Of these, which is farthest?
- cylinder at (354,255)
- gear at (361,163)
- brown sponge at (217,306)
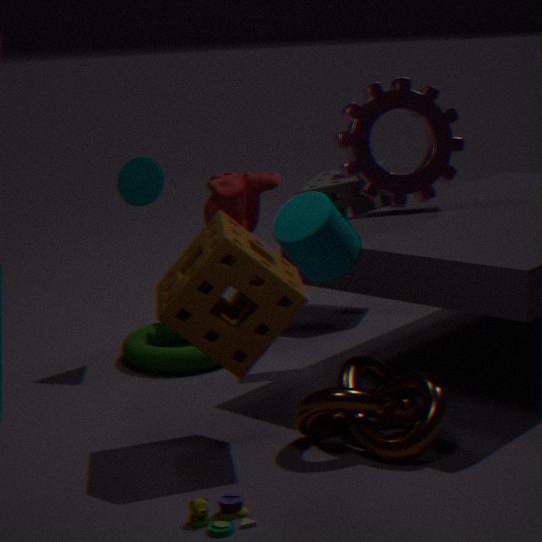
gear at (361,163)
